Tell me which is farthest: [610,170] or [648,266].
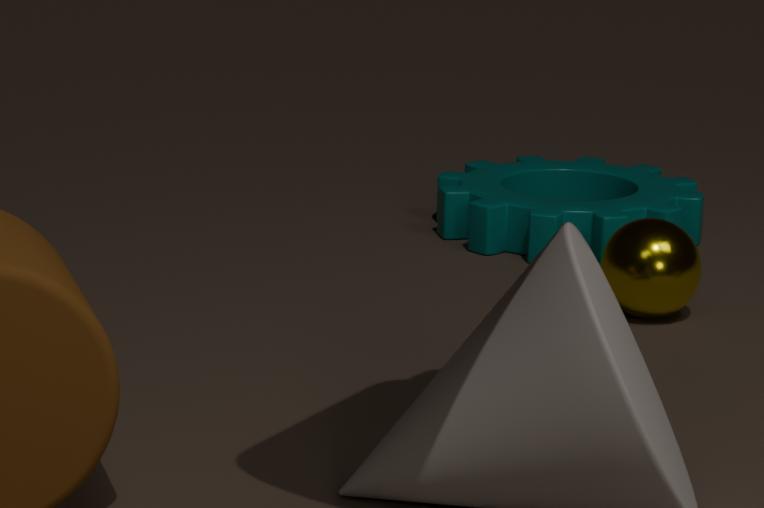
[610,170]
